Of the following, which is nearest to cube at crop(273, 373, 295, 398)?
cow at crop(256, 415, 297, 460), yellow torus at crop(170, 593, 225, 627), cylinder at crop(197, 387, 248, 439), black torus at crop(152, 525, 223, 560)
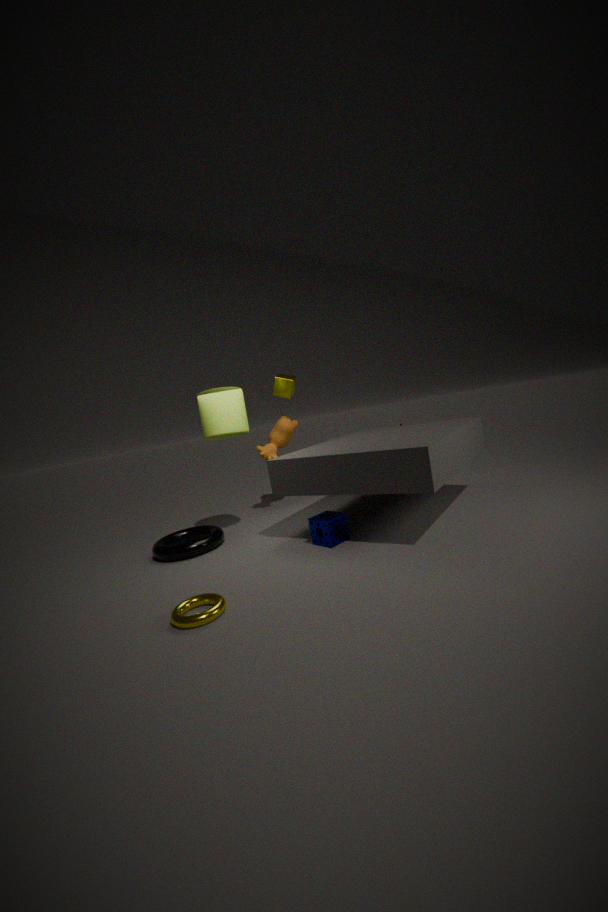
cow at crop(256, 415, 297, 460)
